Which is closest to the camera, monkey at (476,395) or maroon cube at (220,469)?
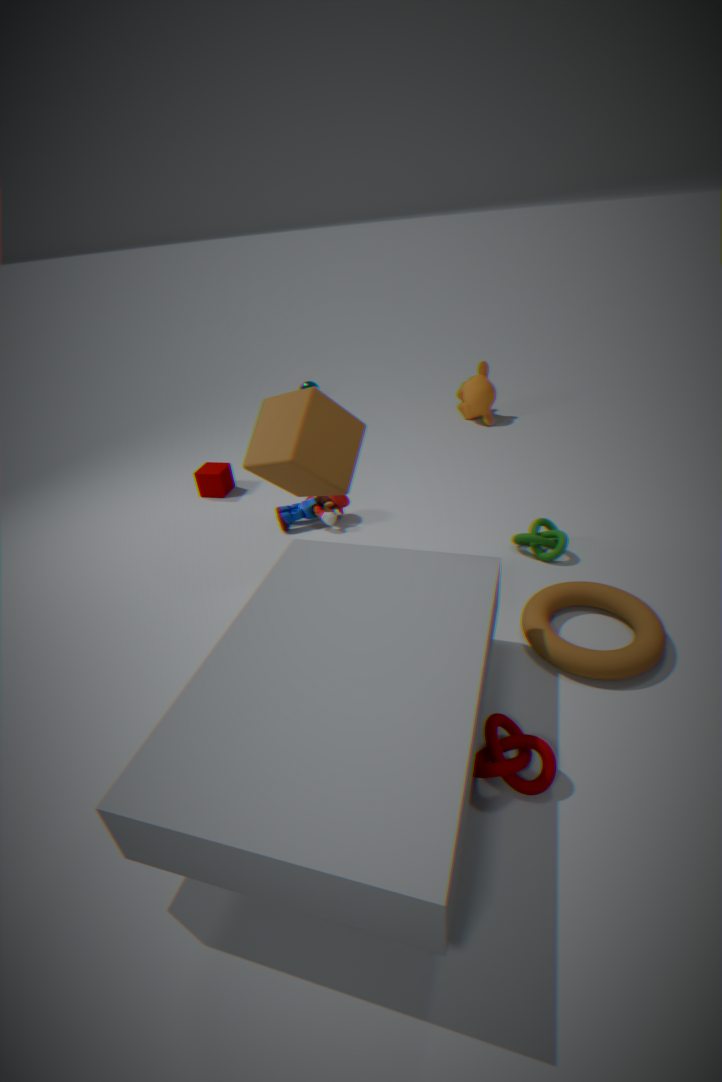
maroon cube at (220,469)
